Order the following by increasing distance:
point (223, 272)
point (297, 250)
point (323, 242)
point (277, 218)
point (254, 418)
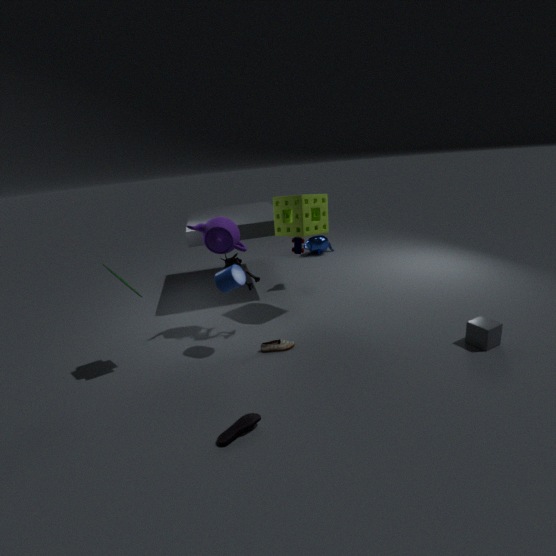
point (254, 418)
point (223, 272)
point (277, 218)
point (297, 250)
point (323, 242)
